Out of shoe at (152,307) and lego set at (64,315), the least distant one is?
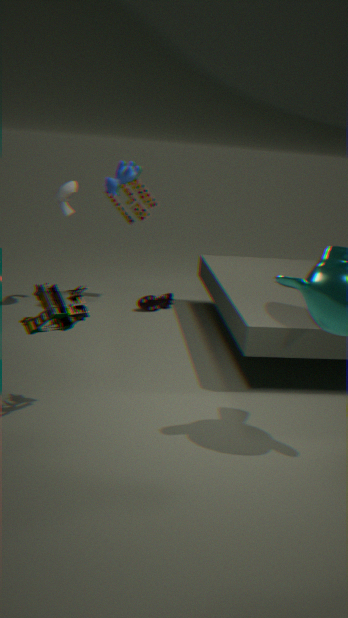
lego set at (64,315)
